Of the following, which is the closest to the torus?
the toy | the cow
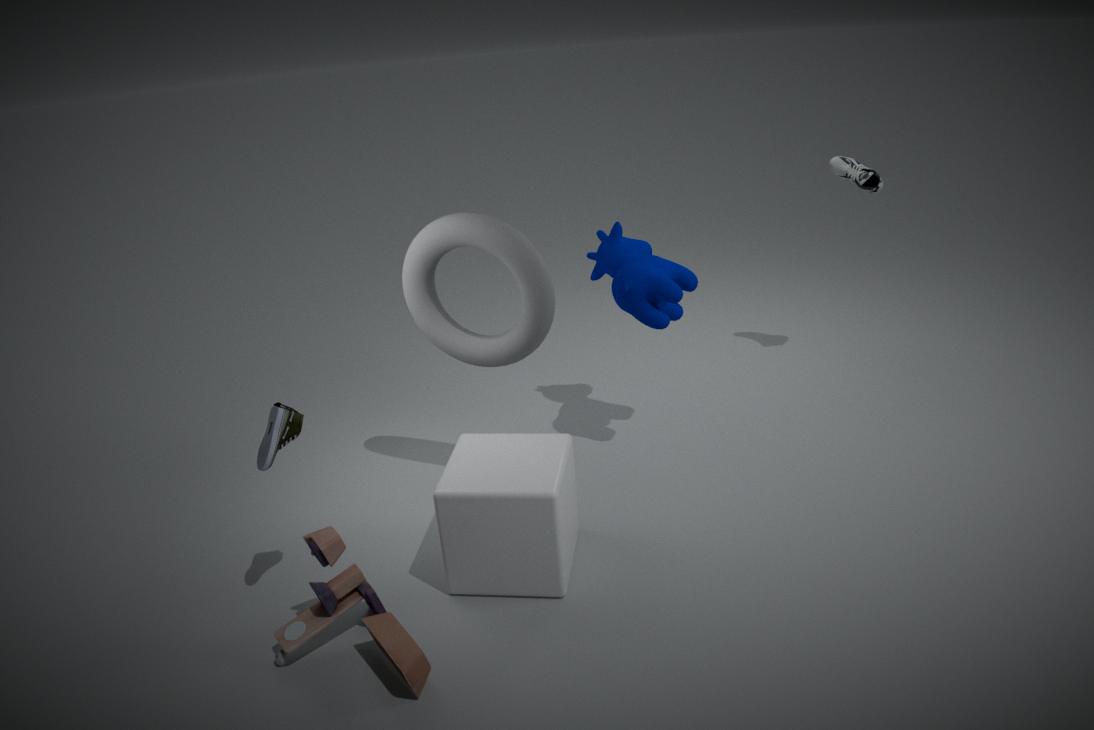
the cow
